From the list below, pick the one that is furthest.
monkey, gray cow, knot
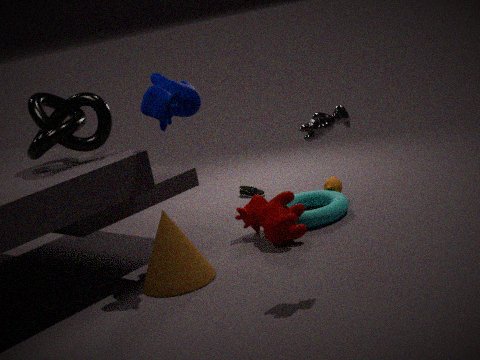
monkey
